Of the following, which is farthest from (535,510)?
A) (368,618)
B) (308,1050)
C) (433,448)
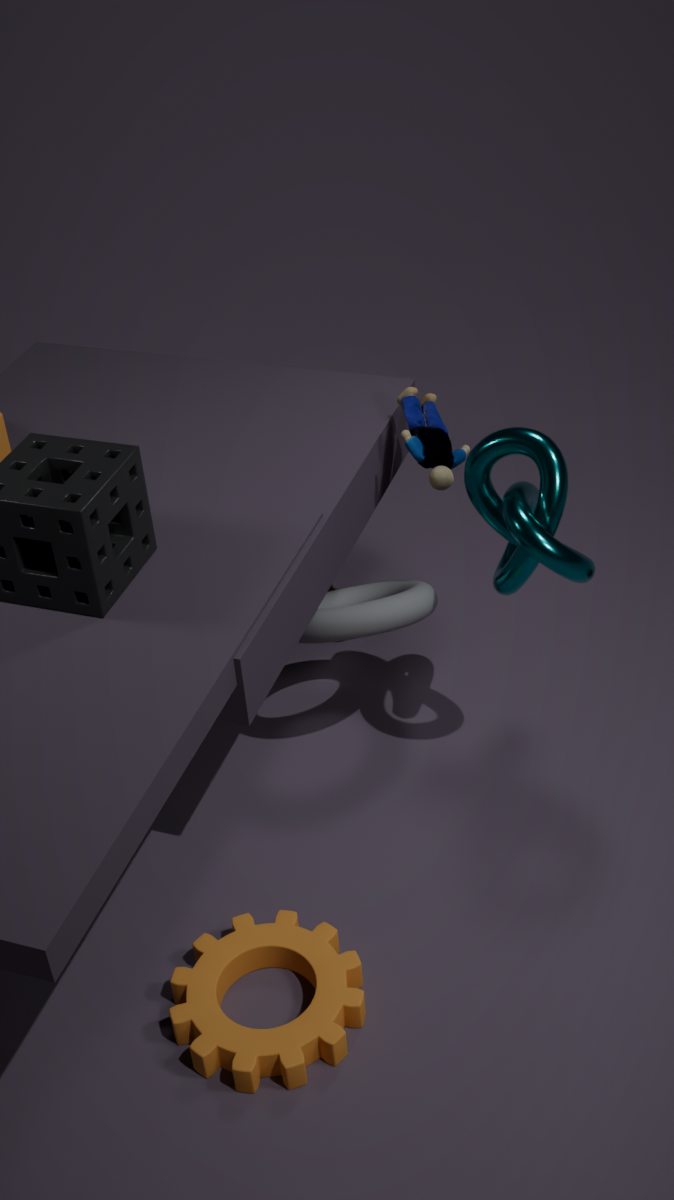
(308,1050)
